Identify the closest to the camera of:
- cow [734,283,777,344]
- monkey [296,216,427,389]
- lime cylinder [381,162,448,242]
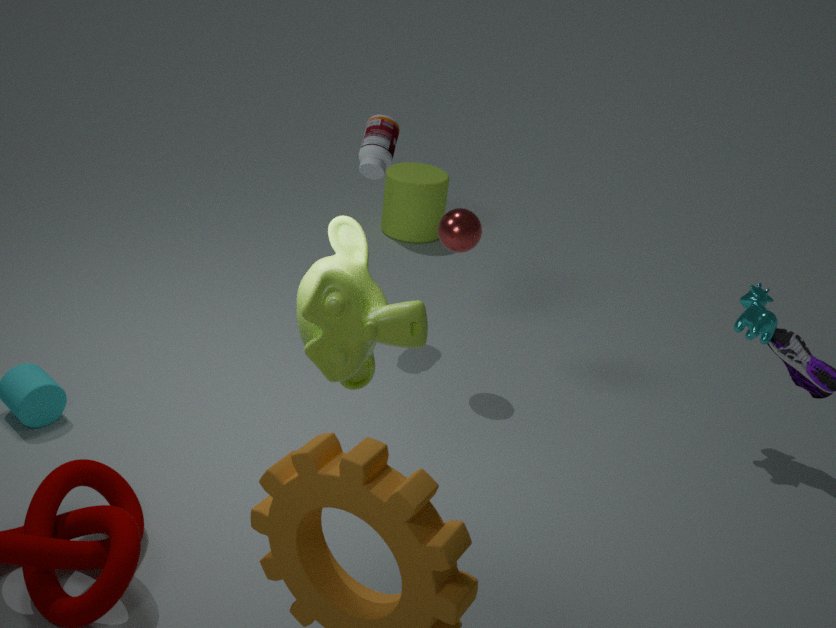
monkey [296,216,427,389]
